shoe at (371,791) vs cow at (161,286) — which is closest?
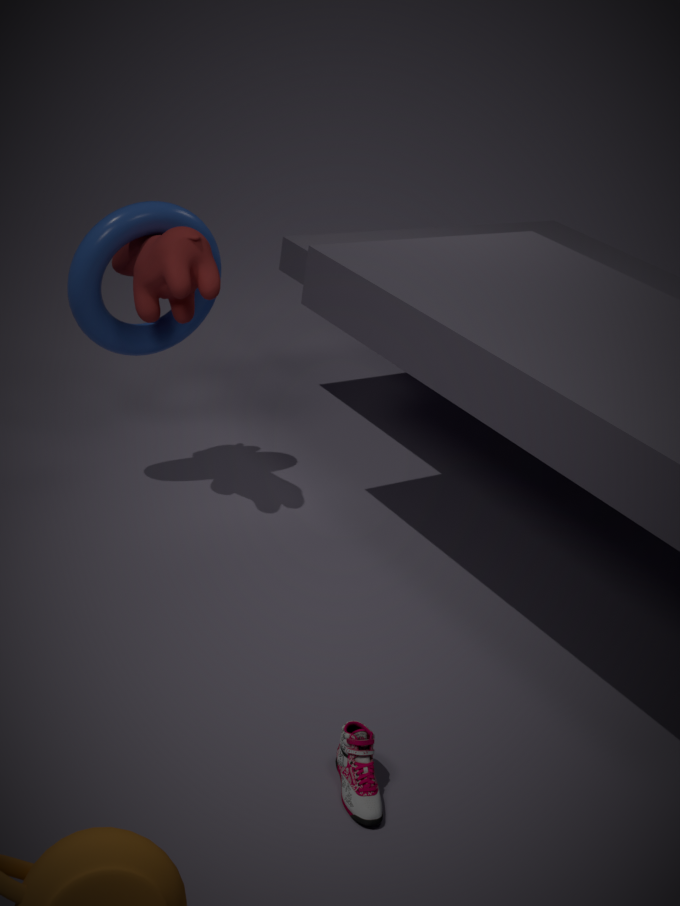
shoe at (371,791)
